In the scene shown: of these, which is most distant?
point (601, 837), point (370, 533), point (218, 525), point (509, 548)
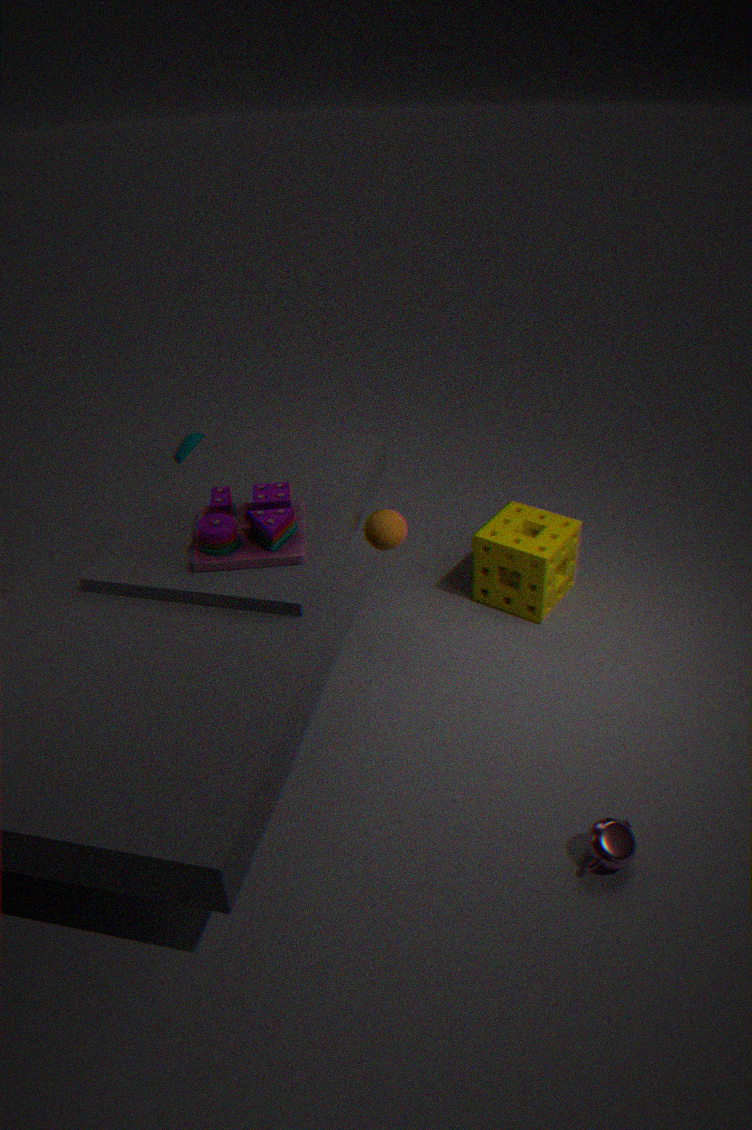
point (509, 548)
